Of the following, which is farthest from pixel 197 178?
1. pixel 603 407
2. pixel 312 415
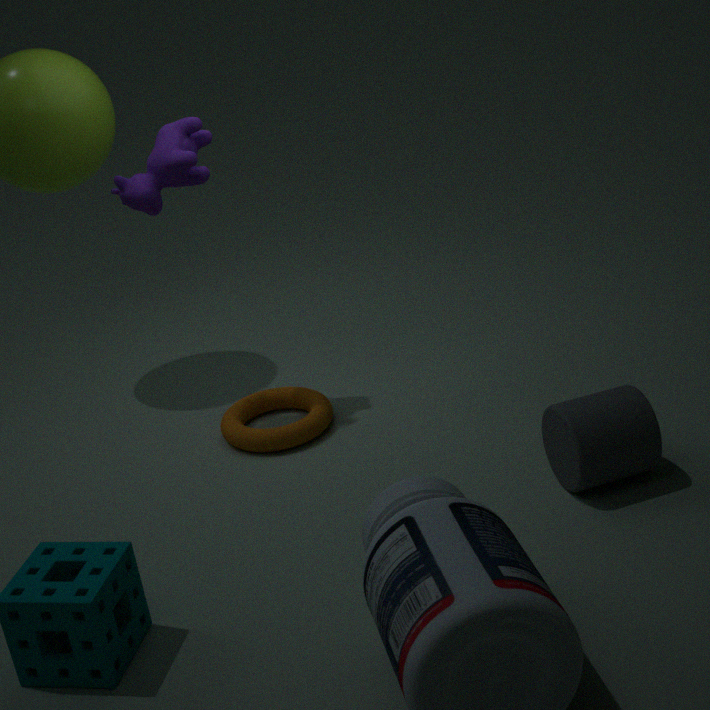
pixel 603 407
